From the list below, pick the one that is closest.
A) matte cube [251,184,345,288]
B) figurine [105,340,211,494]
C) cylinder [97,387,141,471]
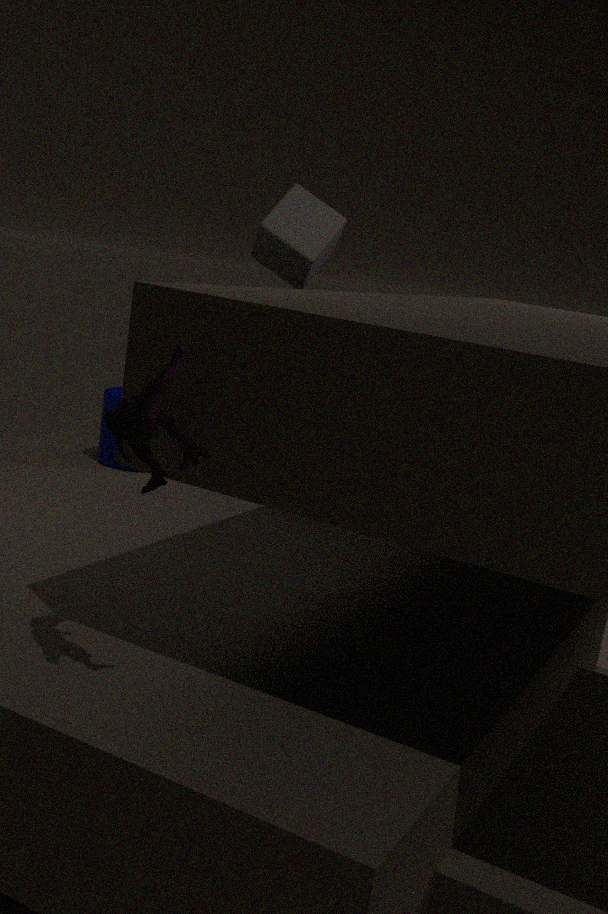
B. figurine [105,340,211,494]
